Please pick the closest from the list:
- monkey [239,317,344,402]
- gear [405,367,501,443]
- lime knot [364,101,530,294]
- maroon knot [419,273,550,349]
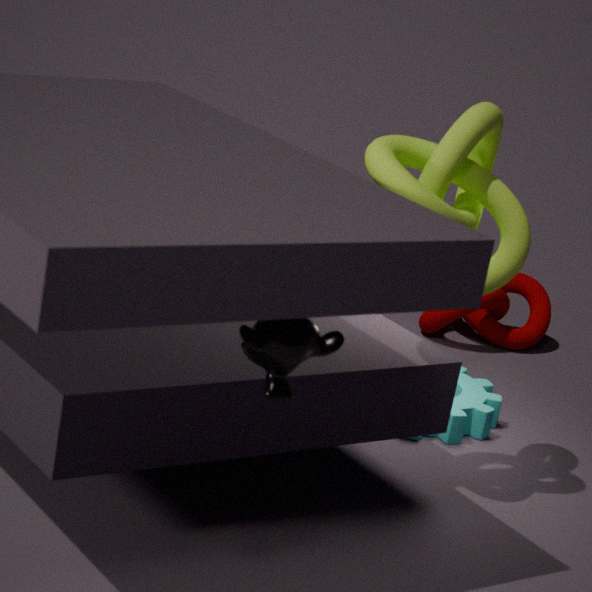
monkey [239,317,344,402]
